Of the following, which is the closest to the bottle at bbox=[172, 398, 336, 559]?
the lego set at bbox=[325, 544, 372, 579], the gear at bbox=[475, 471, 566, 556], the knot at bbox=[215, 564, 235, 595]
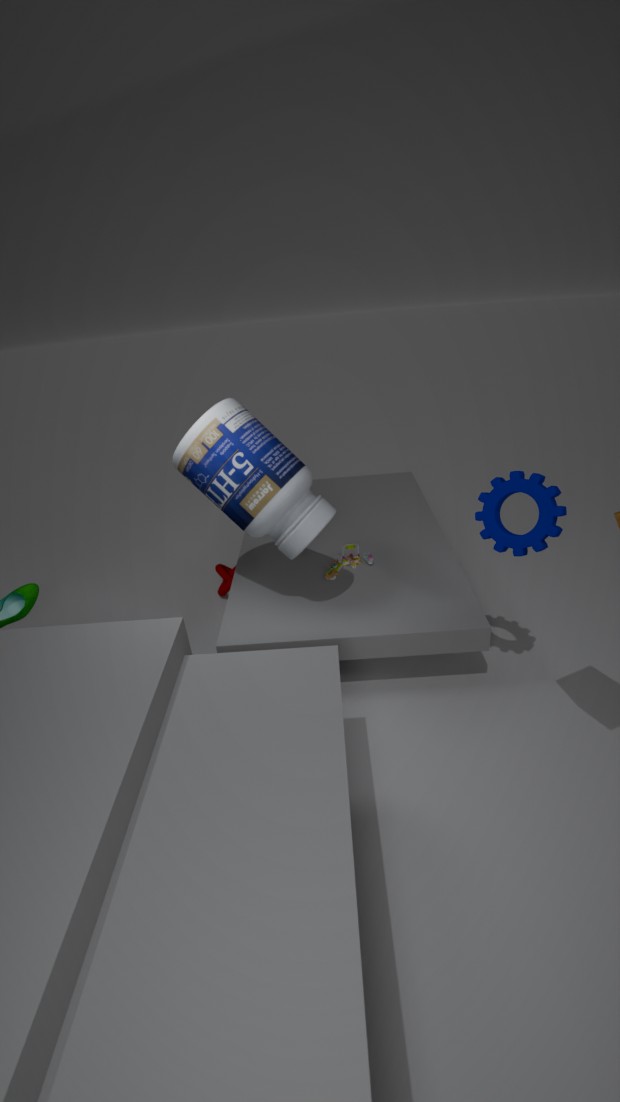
the lego set at bbox=[325, 544, 372, 579]
